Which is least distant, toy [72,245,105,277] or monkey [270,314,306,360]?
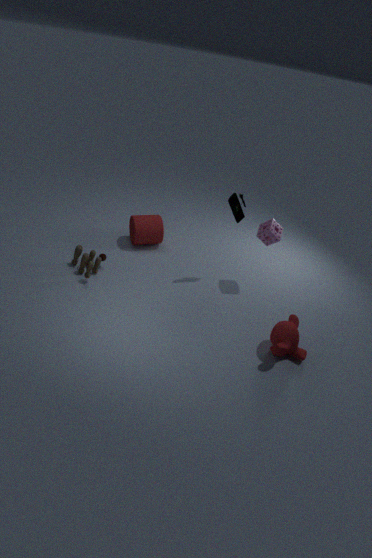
monkey [270,314,306,360]
